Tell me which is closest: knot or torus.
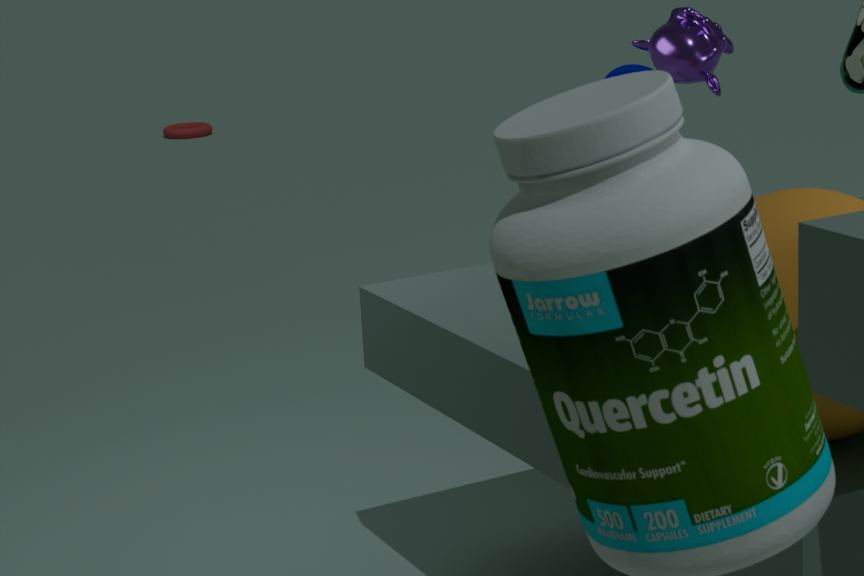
knot
